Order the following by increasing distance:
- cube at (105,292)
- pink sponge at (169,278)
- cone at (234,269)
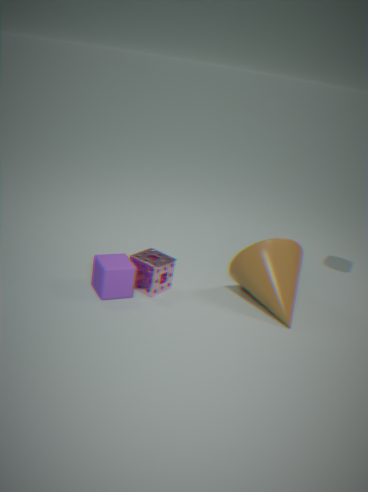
1. cube at (105,292)
2. cone at (234,269)
3. pink sponge at (169,278)
